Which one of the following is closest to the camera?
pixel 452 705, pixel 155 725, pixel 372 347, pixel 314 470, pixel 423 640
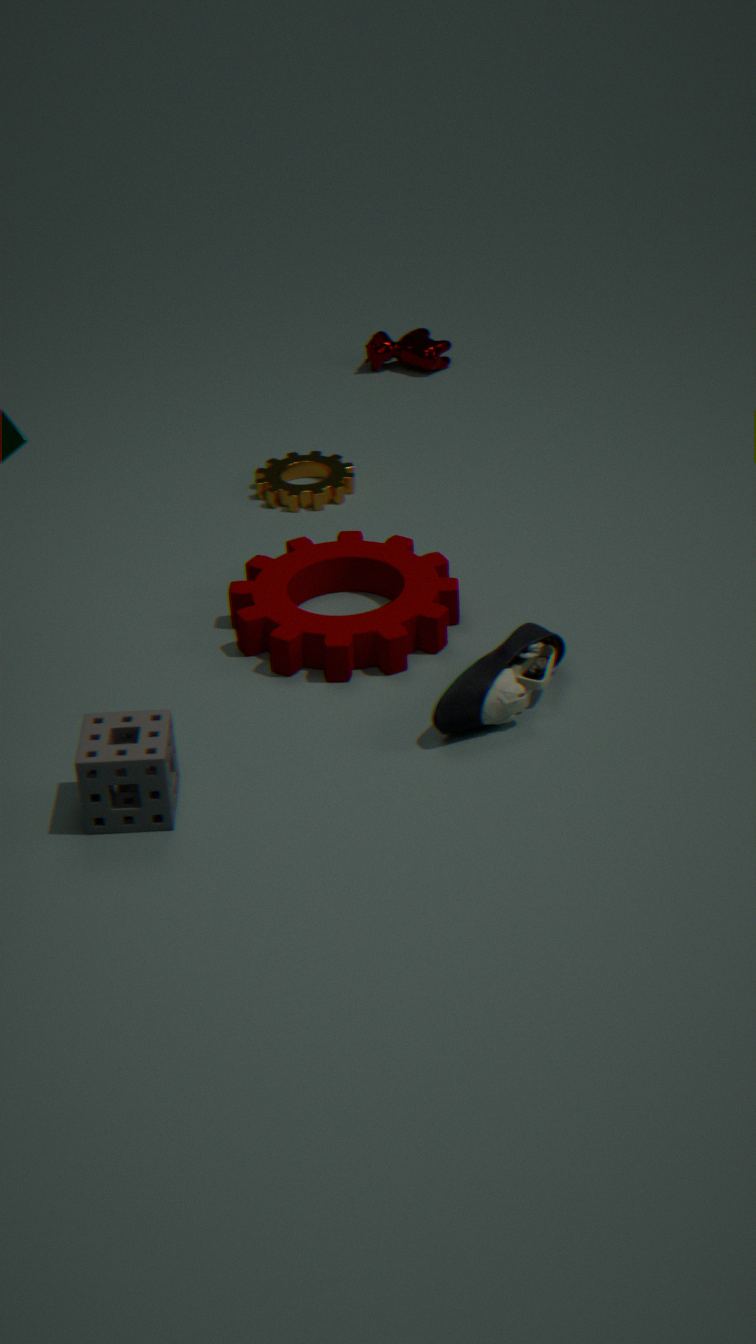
pixel 155 725
